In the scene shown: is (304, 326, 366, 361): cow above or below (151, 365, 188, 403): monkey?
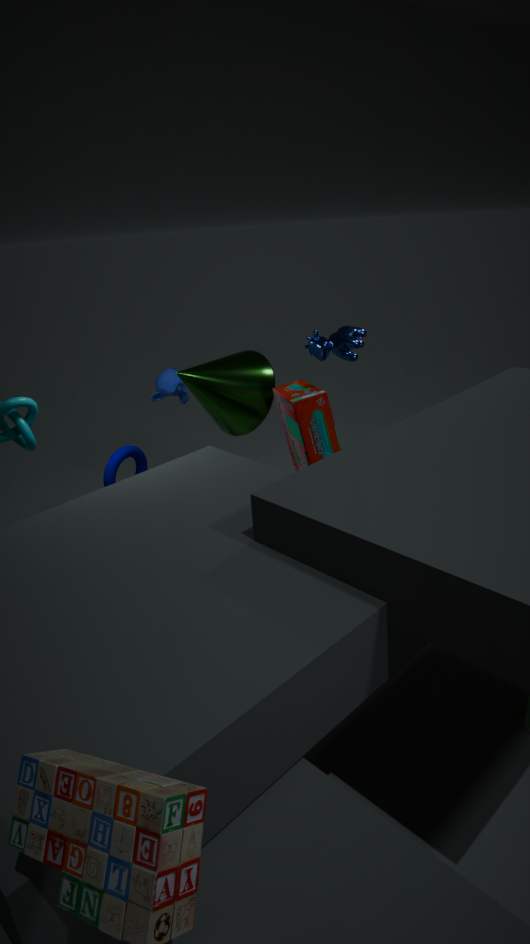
above
